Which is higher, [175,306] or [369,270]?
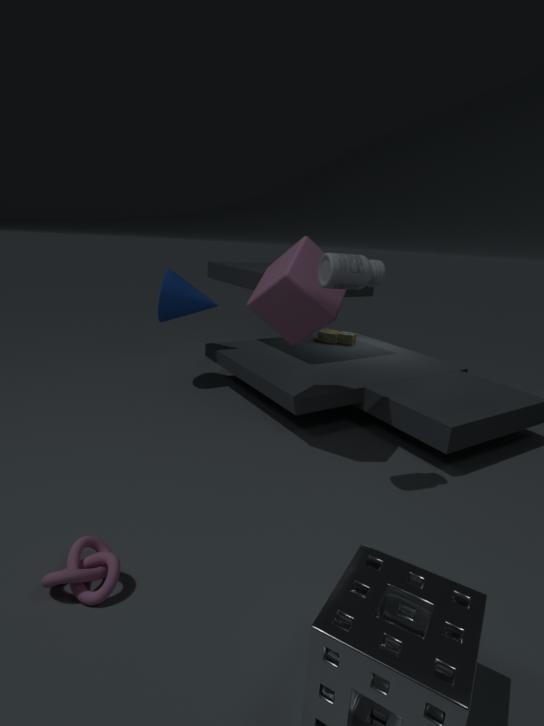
[369,270]
